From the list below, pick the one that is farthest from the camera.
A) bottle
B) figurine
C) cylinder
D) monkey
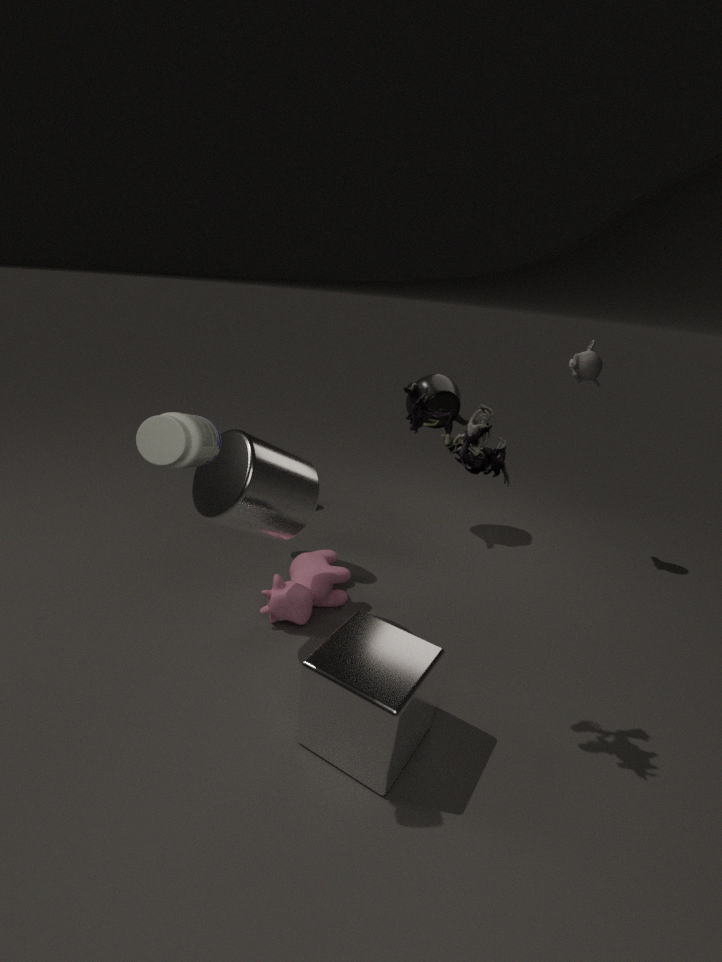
monkey
